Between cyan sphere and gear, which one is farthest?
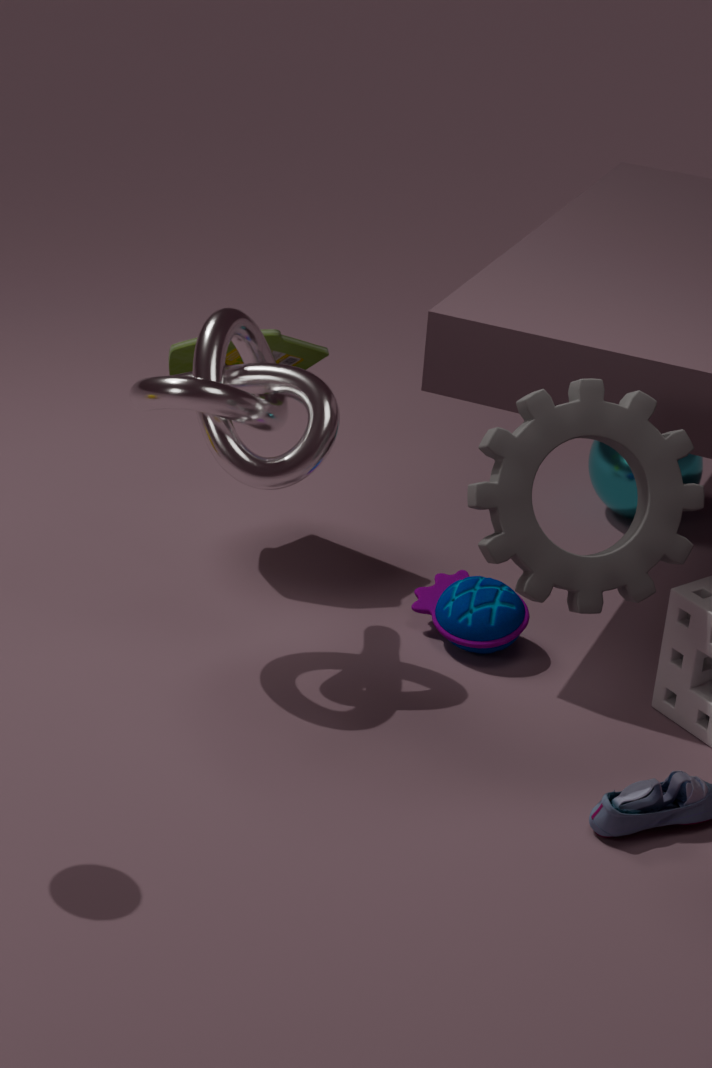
cyan sphere
